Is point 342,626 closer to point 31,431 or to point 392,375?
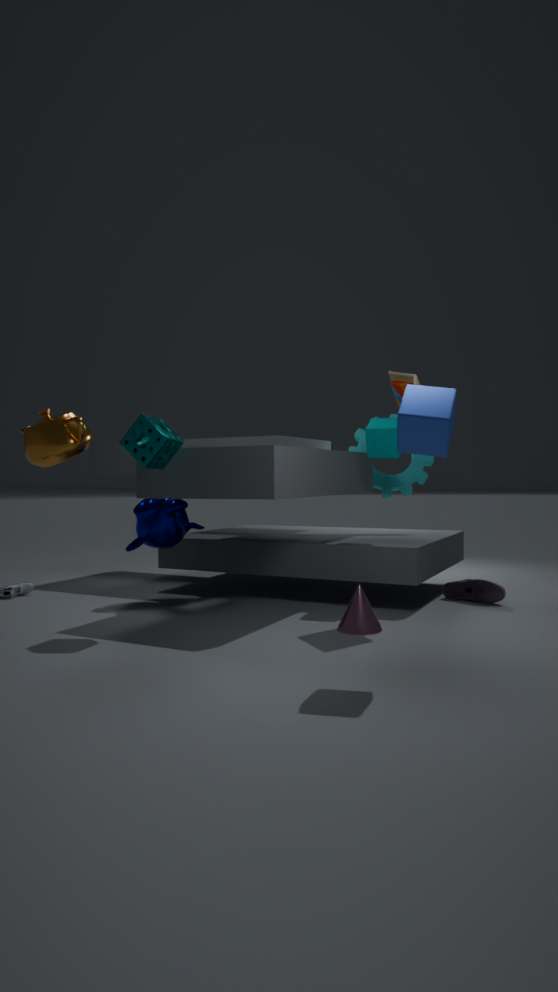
point 392,375
